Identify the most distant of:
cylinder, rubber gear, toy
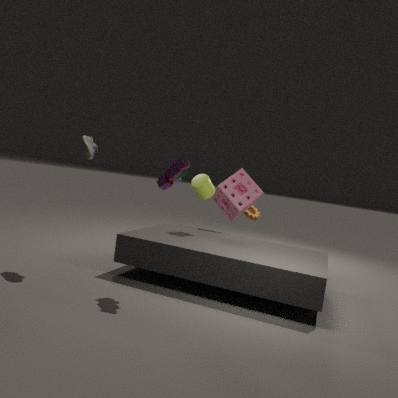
rubber gear
